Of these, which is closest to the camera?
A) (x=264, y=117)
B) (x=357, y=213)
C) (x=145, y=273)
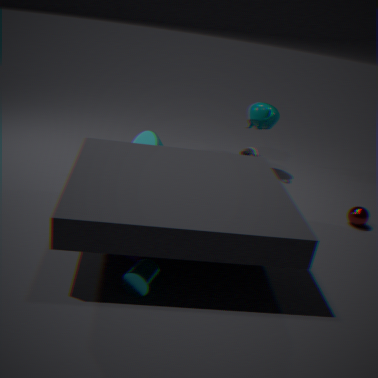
(x=145, y=273)
